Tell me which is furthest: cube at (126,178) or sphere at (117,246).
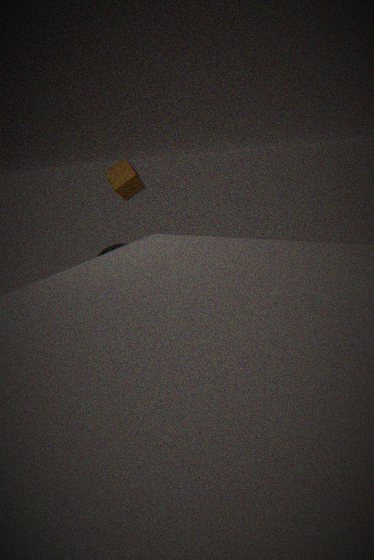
cube at (126,178)
